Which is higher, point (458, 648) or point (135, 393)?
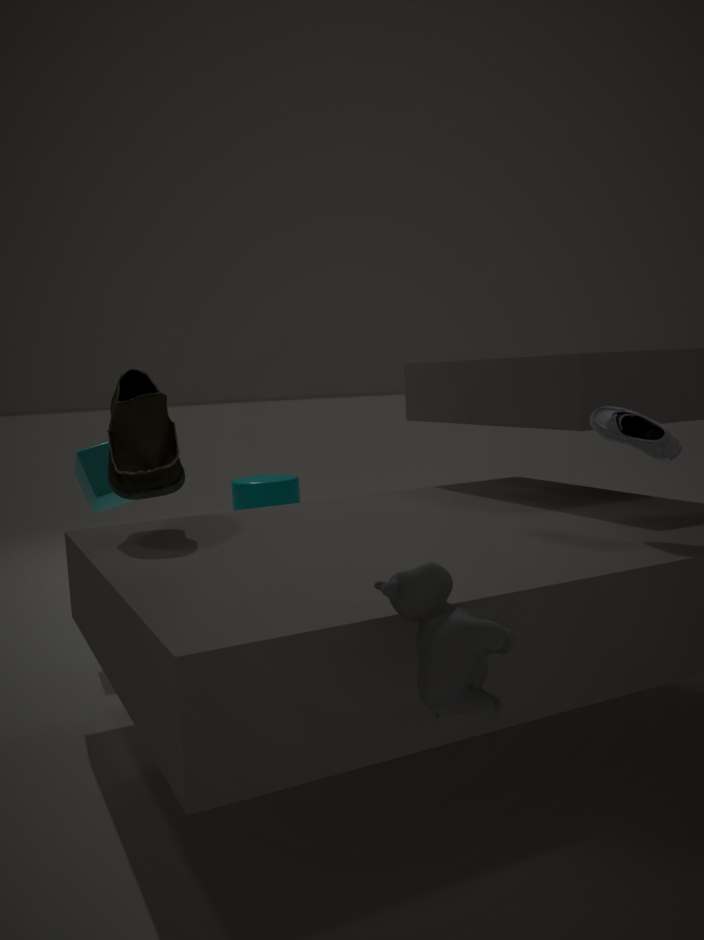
point (135, 393)
